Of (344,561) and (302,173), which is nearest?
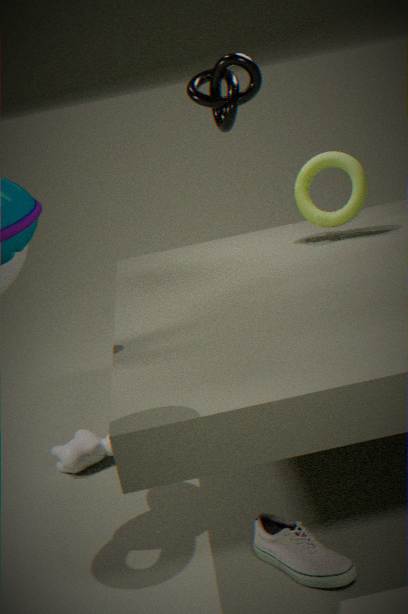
(344,561)
